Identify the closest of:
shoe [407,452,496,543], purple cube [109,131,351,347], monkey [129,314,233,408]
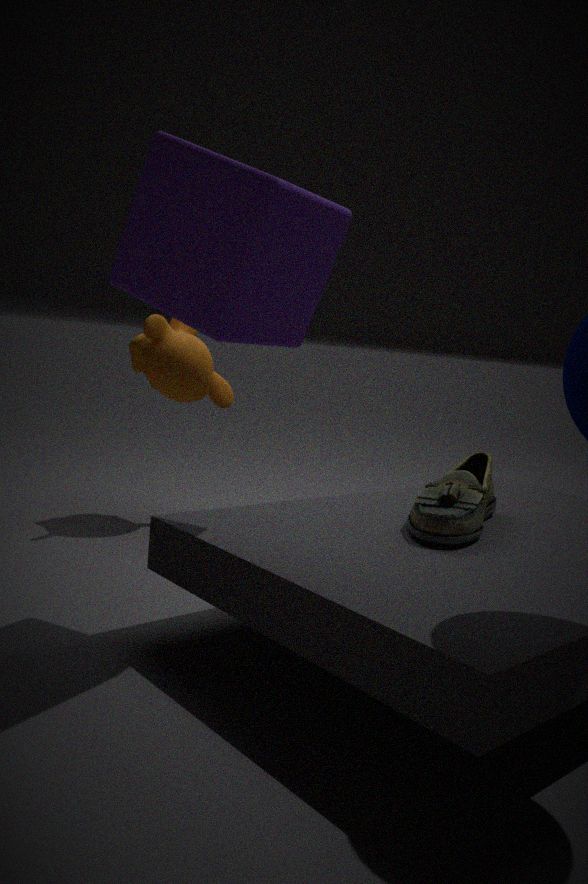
purple cube [109,131,351,347]
